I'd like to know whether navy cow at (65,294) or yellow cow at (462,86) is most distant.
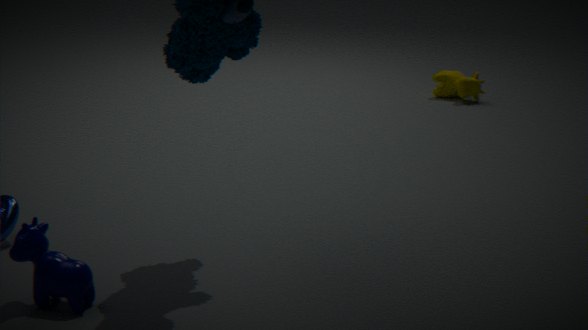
yellow cow at (462,86)
